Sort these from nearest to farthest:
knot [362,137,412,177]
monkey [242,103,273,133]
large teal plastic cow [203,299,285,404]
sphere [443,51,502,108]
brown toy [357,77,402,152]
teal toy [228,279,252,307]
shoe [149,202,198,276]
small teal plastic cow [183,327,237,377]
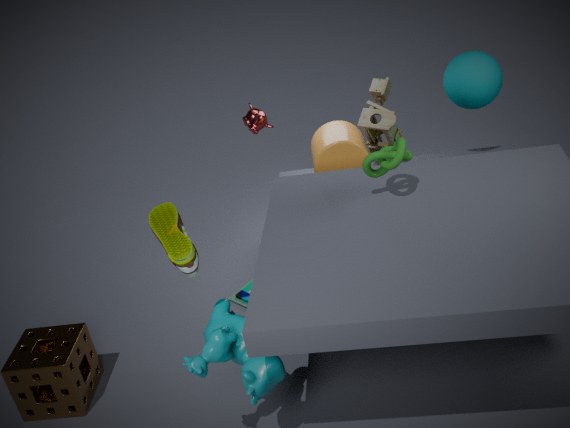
1. small teal plastic cow [183,327,237,377]
2. shoe [149,202,198,276]
3. large teal plastic cow [203,299,285,404]
4. knot [362,137,412,177]
5. sphere [443,51,502,108]
6. brown toy [357,77,402,152]
7. teal toy [228,279,252,307]
8. monkey [242,103,273,133]
